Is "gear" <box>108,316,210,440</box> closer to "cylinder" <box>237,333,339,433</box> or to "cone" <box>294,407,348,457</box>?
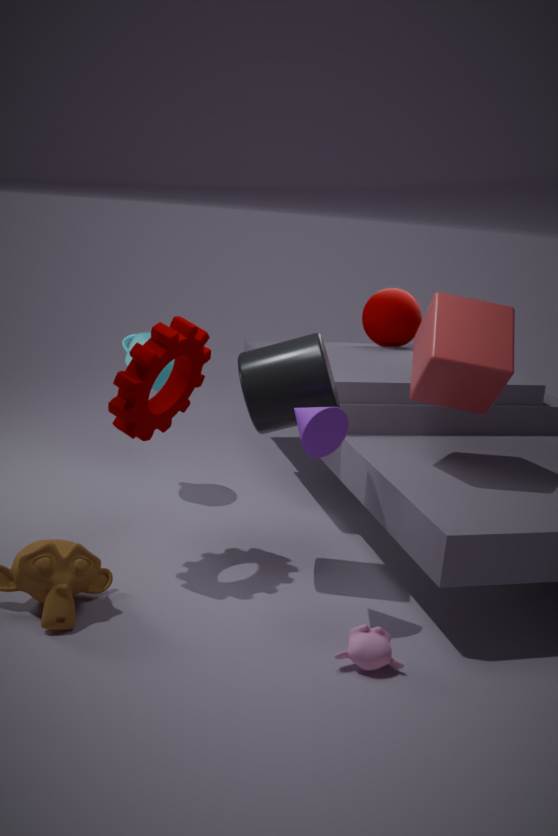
"cylinder" <box>237,333,339,433</box>
